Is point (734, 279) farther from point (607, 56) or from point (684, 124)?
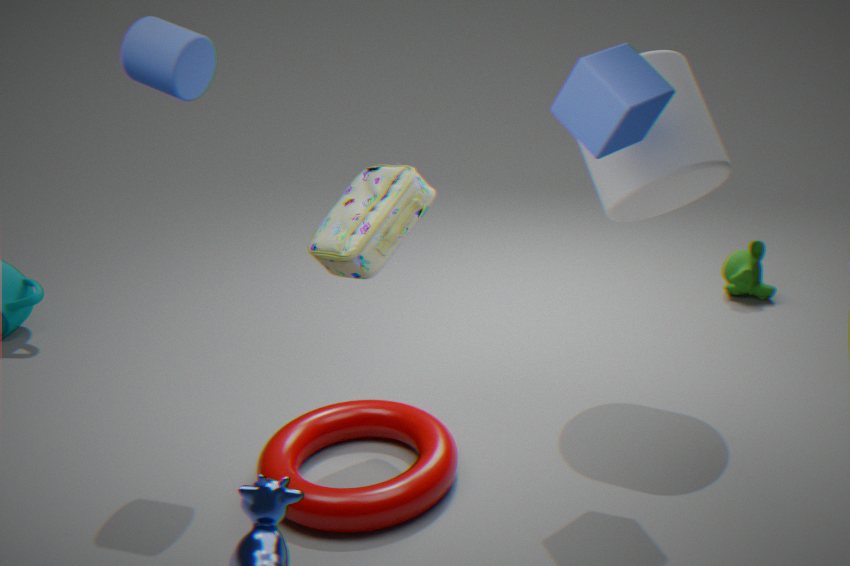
point (607, 56)
